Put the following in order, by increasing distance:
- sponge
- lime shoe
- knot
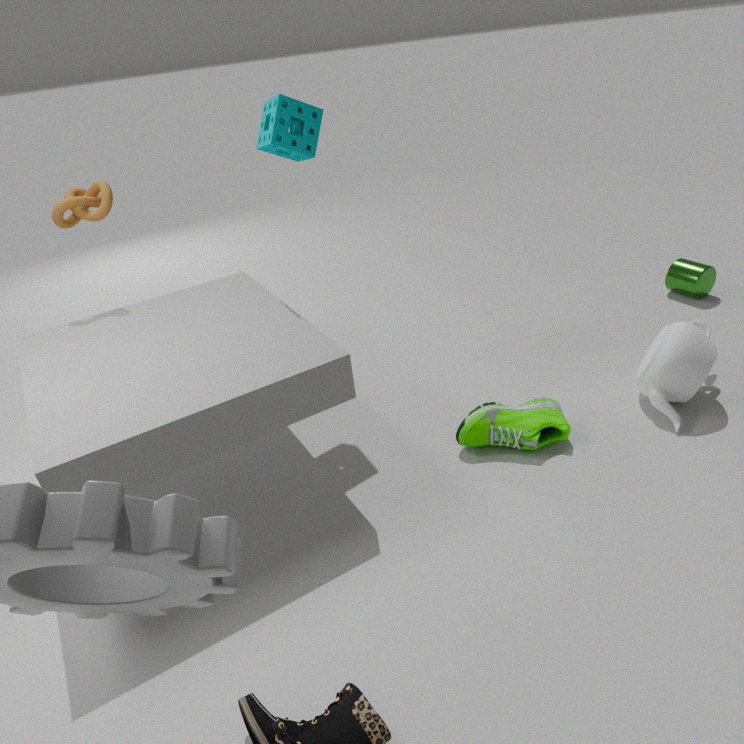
sponge, lime shoe, knot
